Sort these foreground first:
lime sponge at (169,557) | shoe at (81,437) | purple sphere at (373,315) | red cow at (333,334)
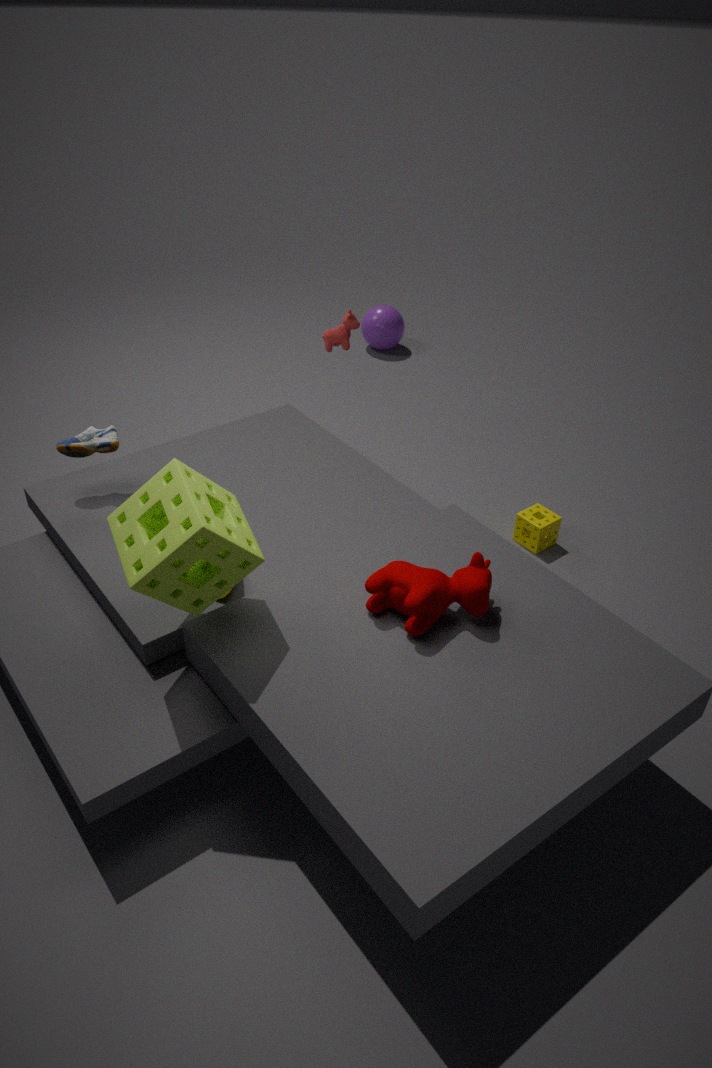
1. lime sponge at (169,557)
2. shoe at (81,437)
3. red cow at (333,334)
4. purple sphere at (373,315)
